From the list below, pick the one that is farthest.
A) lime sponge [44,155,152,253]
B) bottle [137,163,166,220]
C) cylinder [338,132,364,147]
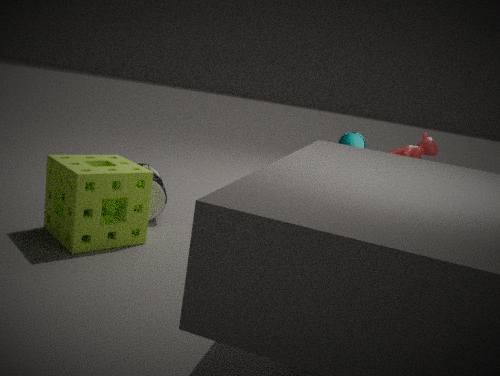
cylinder [338,132,364,147]
